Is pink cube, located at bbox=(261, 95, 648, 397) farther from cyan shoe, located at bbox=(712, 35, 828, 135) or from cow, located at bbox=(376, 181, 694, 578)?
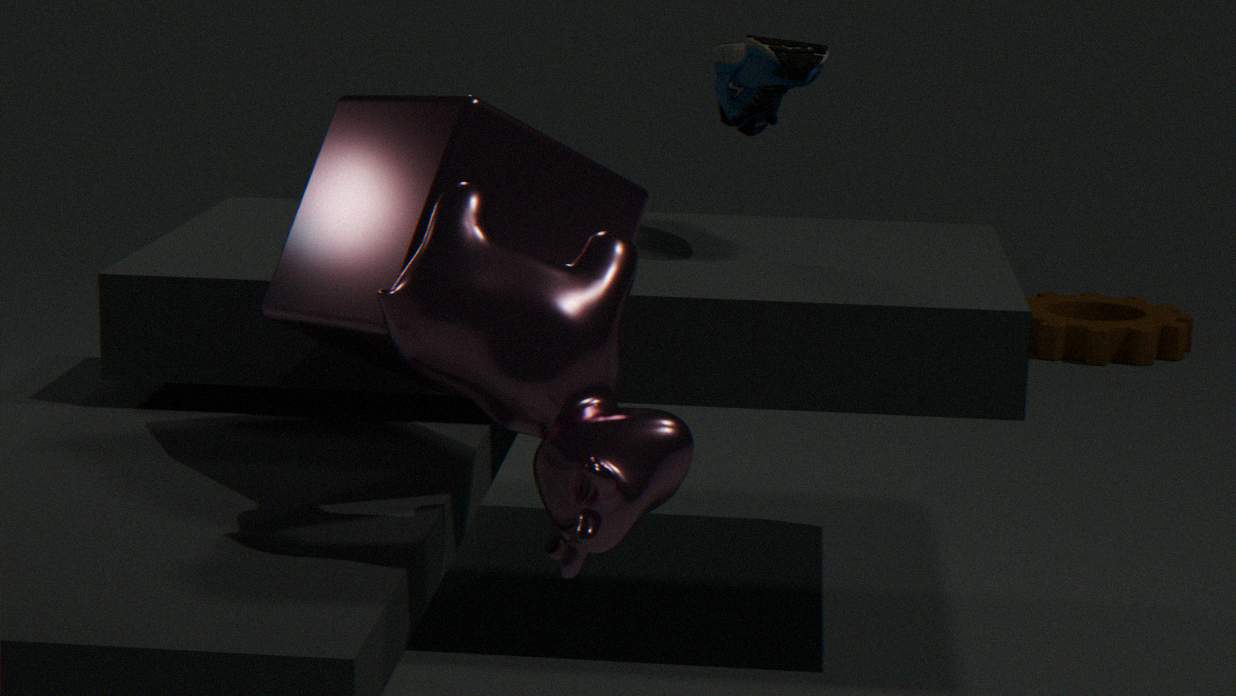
cyan shoe, located at bbox=(712, 35, 828, 135)
